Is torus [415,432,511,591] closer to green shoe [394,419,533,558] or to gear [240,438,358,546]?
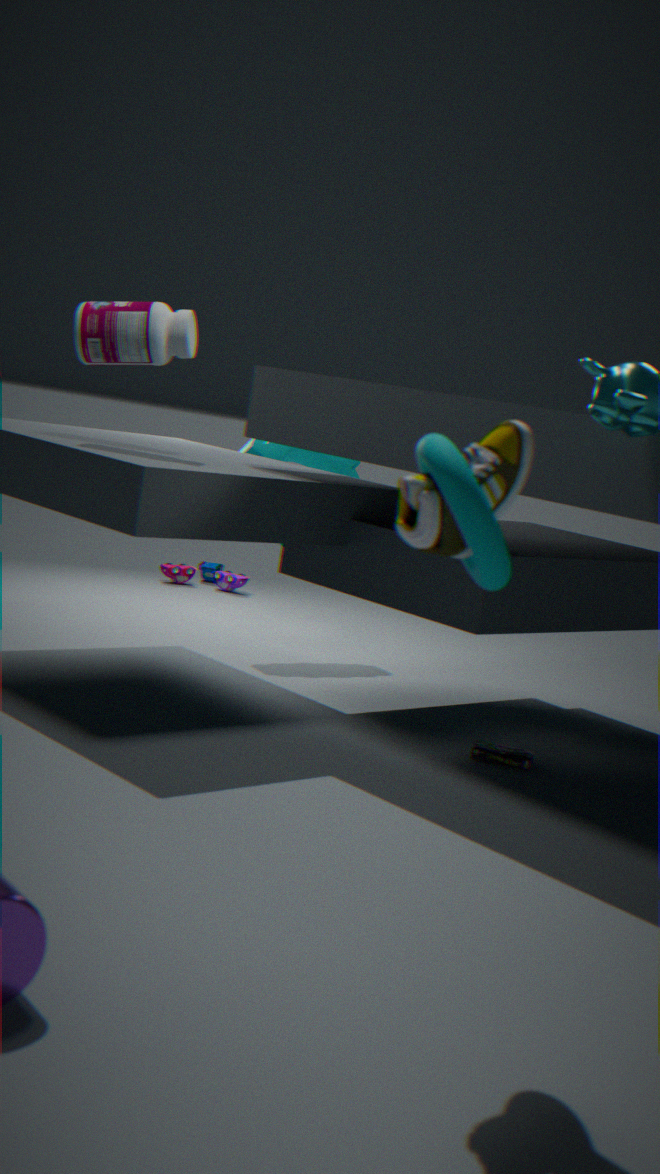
green shoe [394,419,533,558]
